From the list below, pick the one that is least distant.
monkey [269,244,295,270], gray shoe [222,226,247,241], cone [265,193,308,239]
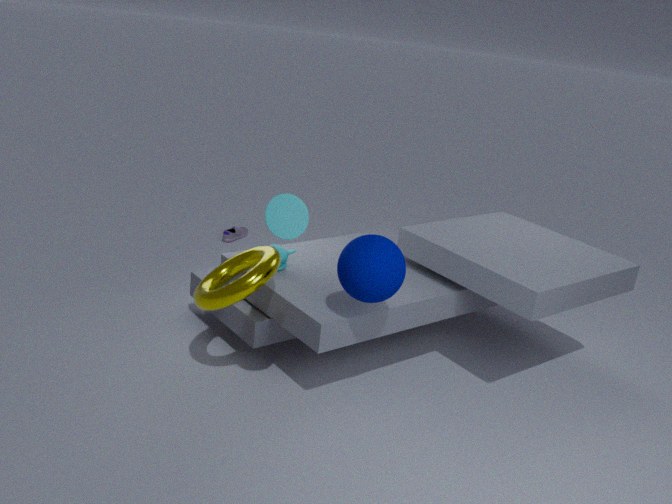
cone [265,193,308,239]
